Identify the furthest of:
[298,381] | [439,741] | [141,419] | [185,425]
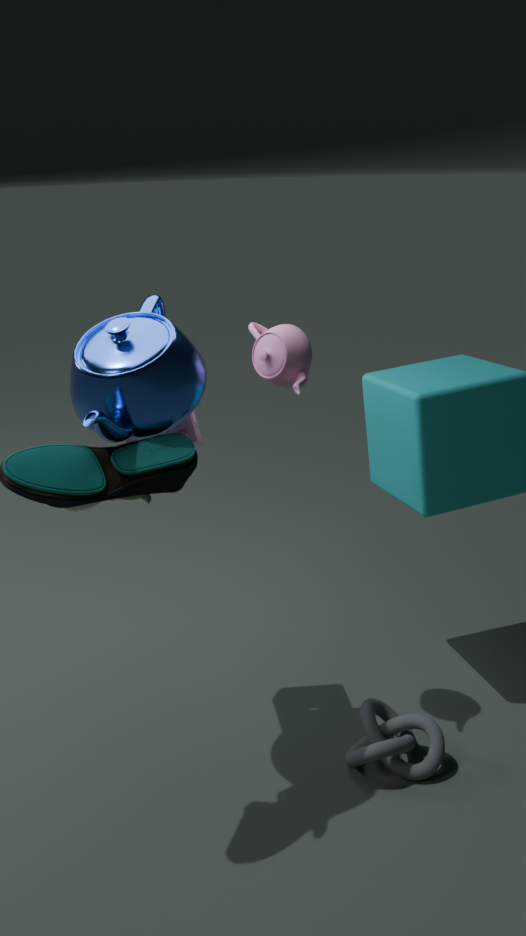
[439,741]
